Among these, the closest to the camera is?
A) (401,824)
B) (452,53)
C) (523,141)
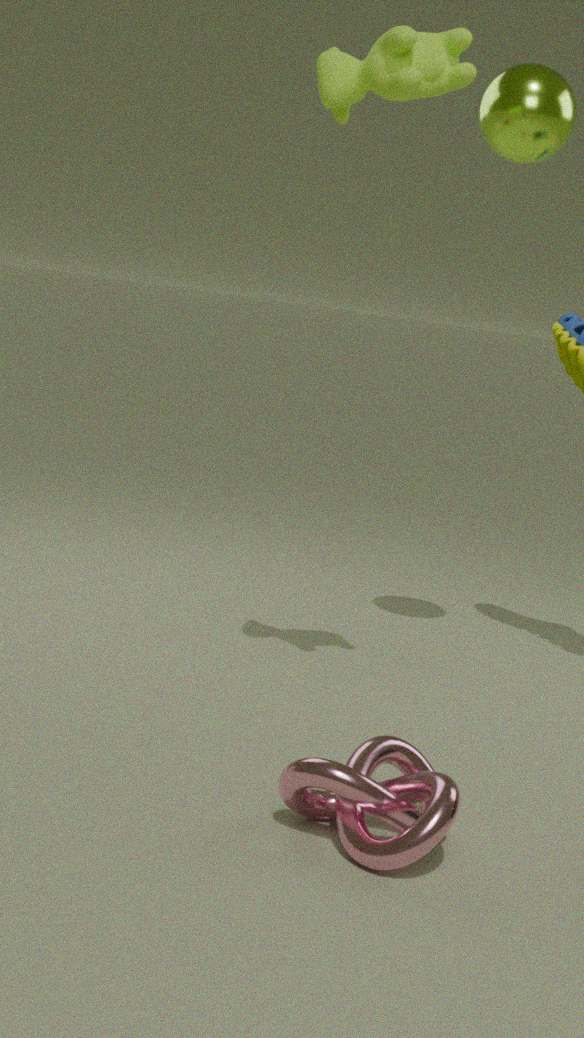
(401,824)
